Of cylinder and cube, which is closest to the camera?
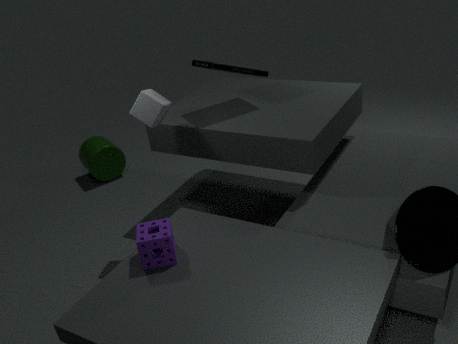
cube
